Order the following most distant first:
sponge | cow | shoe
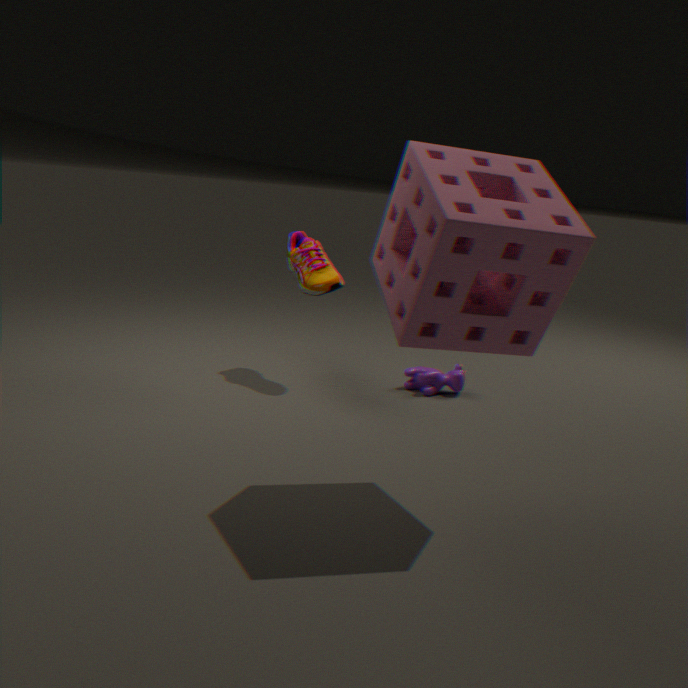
cow, shoe, sponge
